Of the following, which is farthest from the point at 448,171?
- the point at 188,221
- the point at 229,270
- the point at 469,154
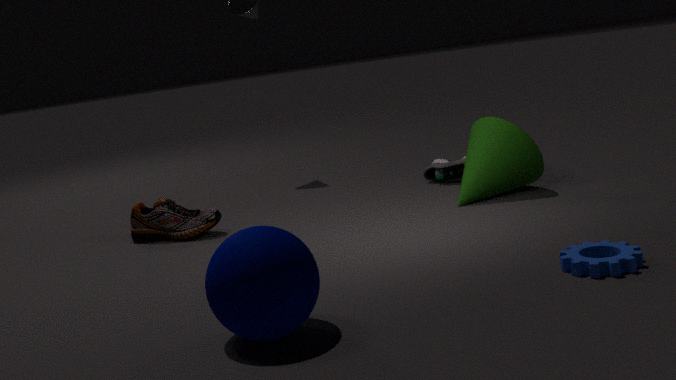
the point at 229,270
